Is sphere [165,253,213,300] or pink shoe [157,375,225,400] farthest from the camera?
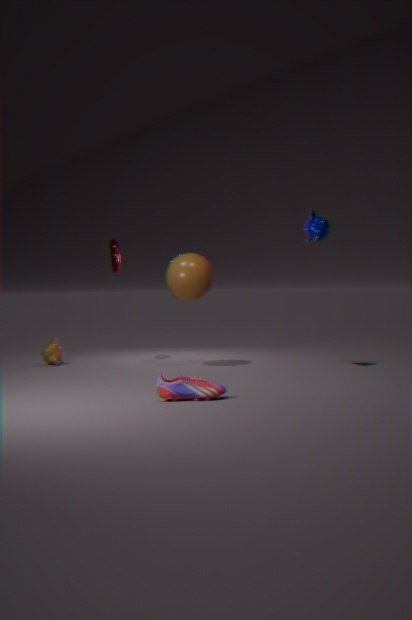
sphere [165,253,213,300]
